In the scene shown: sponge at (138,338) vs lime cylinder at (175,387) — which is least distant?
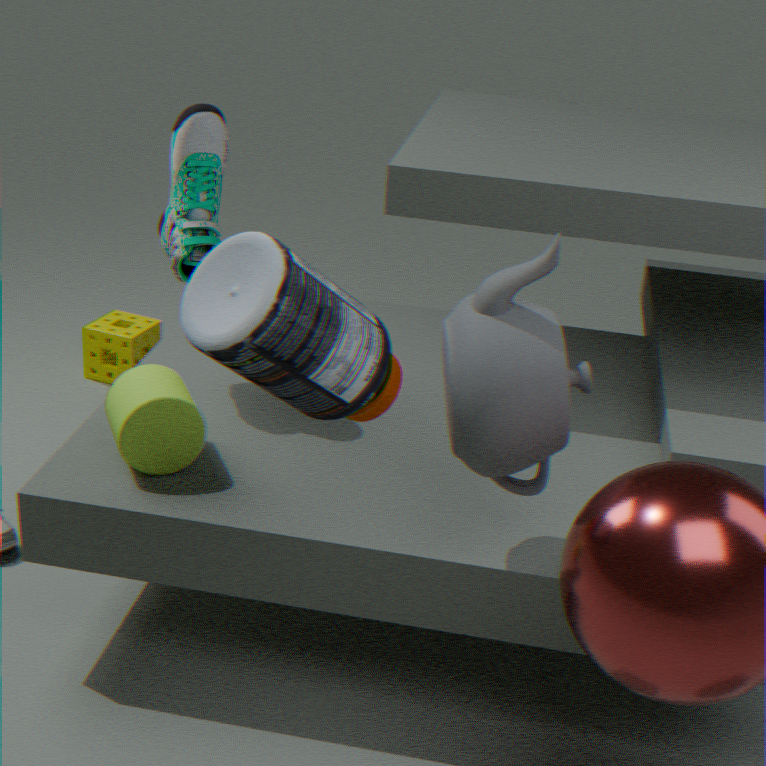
lime cylinder at (175,387)
